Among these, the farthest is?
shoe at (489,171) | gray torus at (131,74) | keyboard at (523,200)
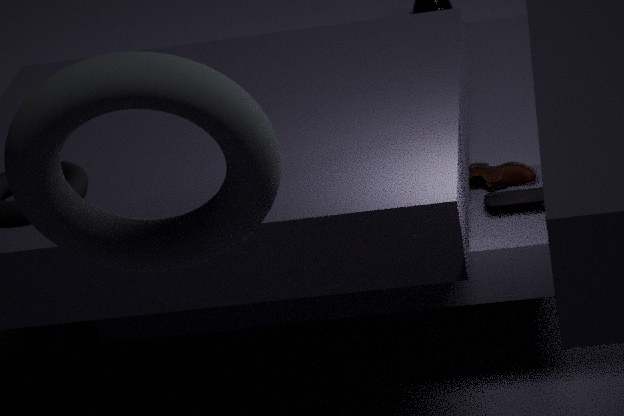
shoe at (489,171)
